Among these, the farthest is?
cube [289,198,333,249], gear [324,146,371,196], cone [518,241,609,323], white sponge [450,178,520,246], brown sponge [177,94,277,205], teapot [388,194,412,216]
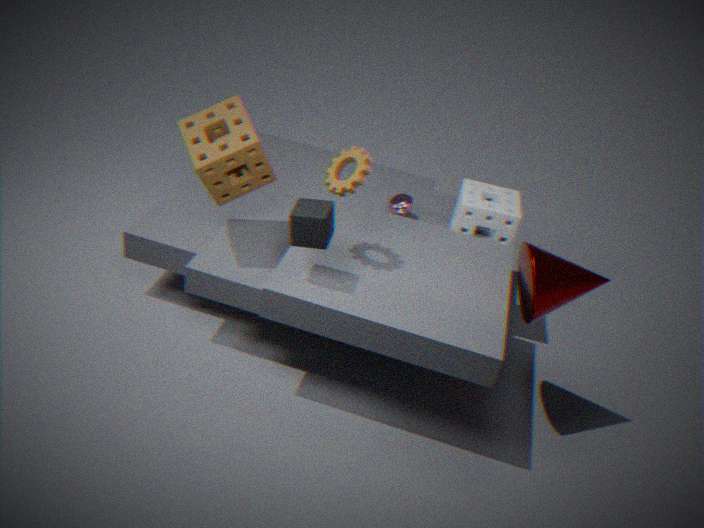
teapot [388,194,412,216]
